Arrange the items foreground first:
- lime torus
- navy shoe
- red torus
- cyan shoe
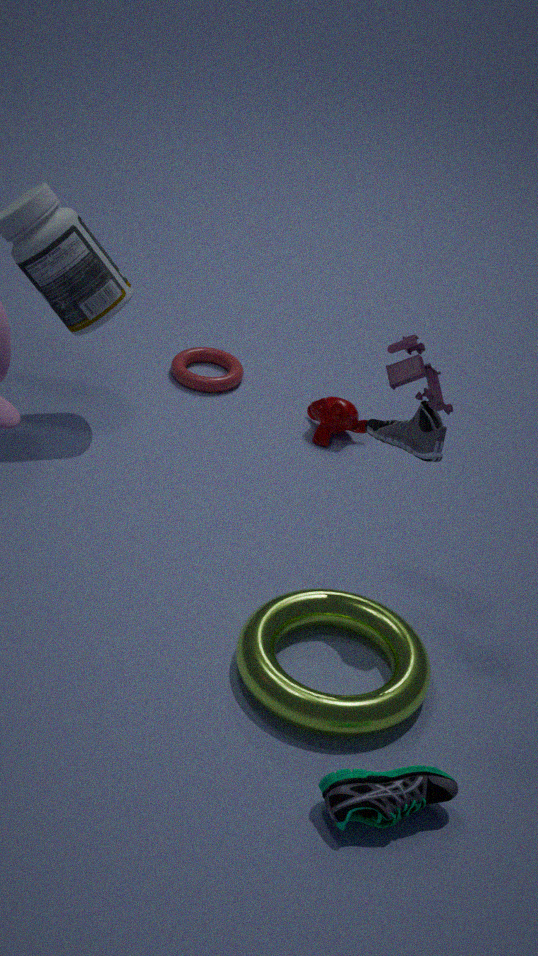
cyan shoe, lime torus, navy shoe, red torus
